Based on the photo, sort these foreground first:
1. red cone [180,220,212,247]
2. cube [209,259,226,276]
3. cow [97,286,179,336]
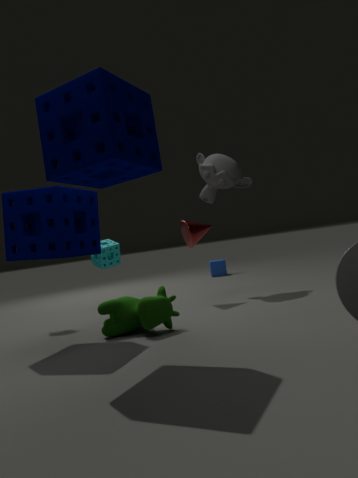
cow [97,286,179,336], red cone [180,220,212,247], cube [209,259,226,276]
